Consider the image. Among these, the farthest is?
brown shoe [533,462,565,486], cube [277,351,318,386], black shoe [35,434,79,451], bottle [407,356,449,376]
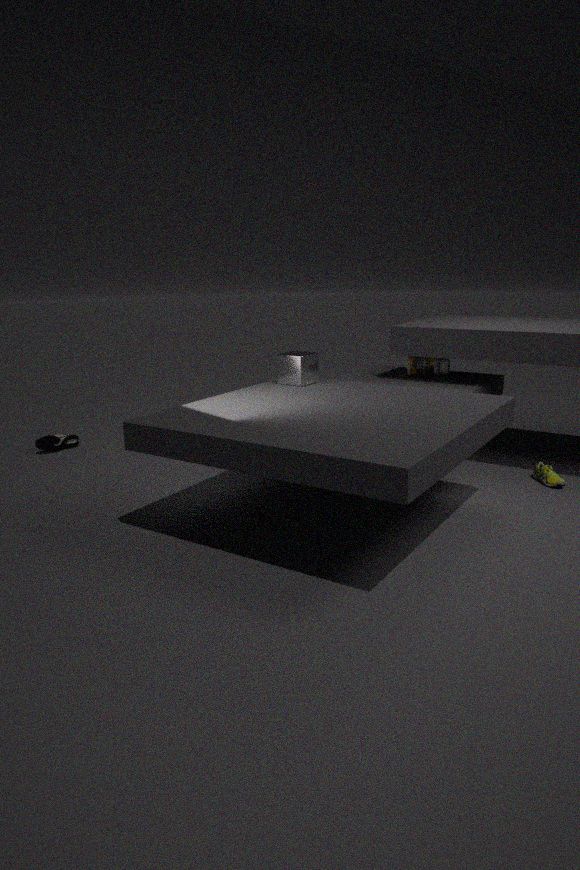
black shoe [35,434,79,451]
